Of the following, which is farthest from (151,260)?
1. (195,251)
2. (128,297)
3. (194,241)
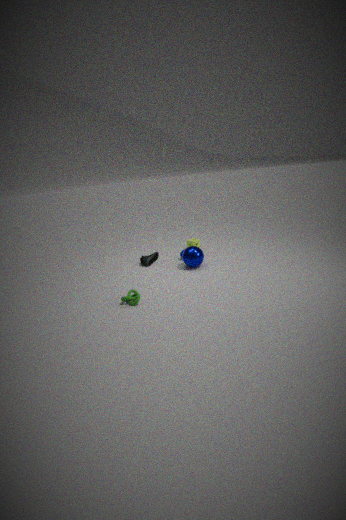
(128,297)
